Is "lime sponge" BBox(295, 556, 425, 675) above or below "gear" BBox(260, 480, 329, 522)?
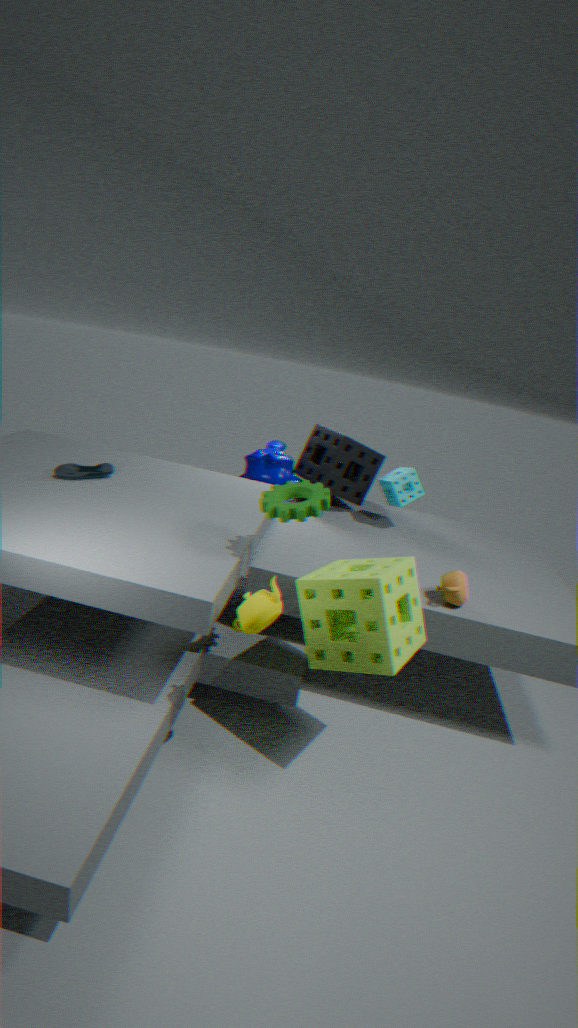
below
